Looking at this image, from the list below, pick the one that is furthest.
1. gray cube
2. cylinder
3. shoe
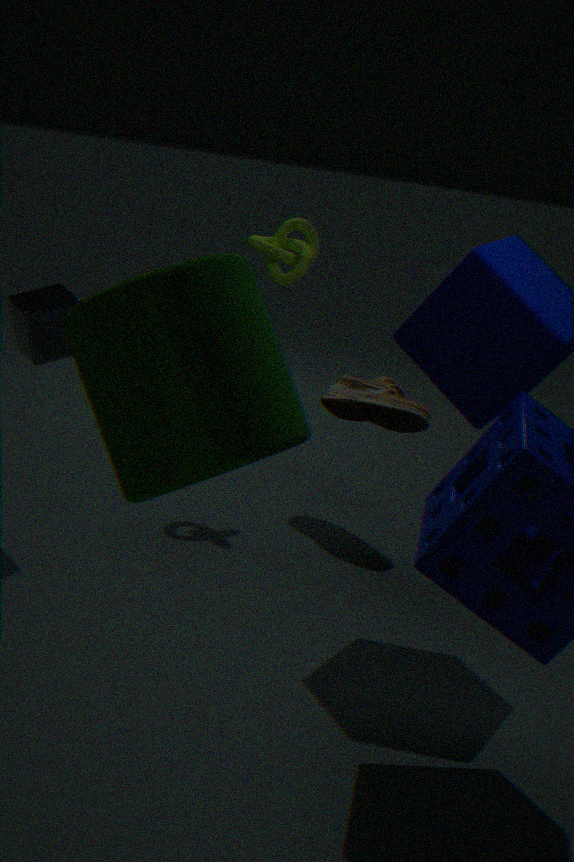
shoe
